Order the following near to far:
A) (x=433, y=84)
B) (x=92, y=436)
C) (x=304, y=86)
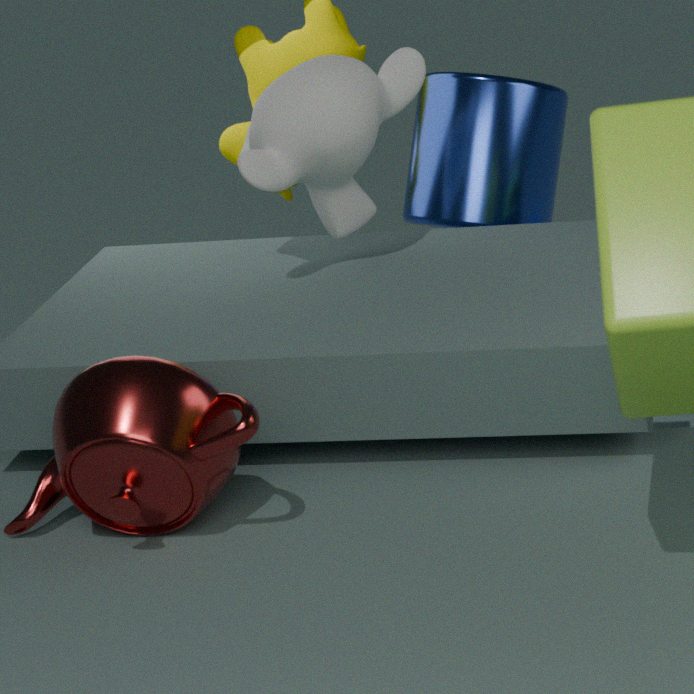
1. (x=92, y=436)
2. (x=304, y=86)
3. (x=433, y=84)
